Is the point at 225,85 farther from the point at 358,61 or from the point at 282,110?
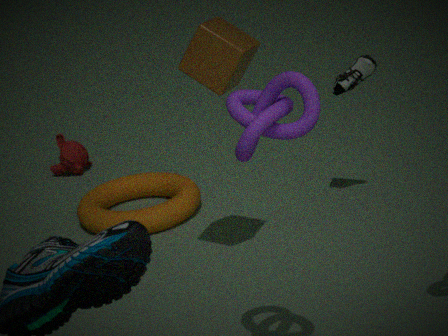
the point at 282,110
